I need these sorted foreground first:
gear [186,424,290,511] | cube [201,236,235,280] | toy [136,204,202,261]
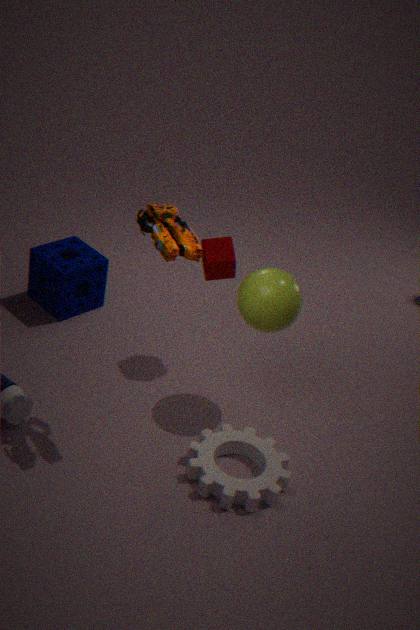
toy [136,204,202,261] < gear [186,424,290,511] < cube [201,236,235,280]
